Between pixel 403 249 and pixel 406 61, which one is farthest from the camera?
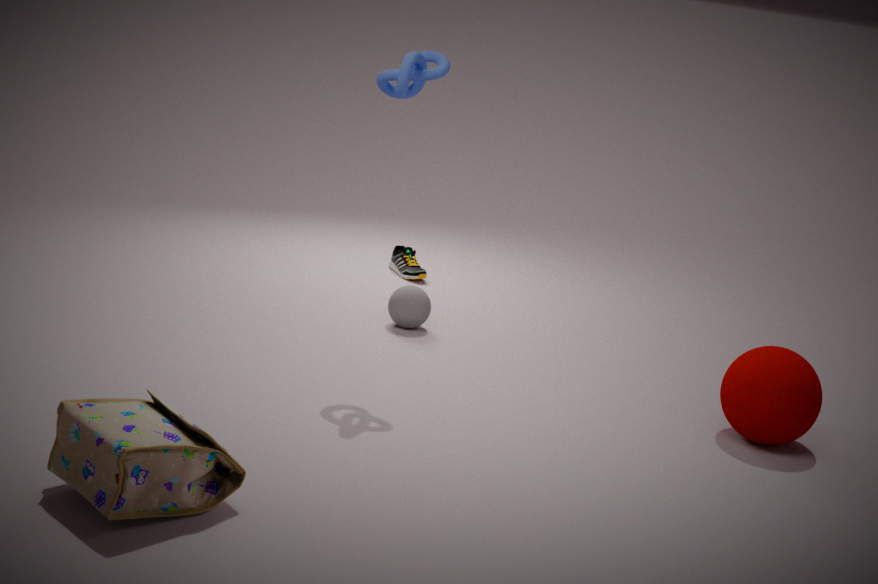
pixel 403 249
